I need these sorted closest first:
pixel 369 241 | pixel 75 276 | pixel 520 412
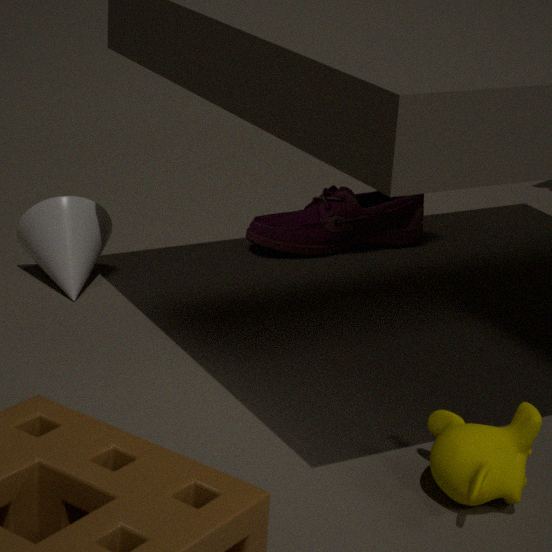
pixel 520 412
pixel 75 276
pixel 369 241
